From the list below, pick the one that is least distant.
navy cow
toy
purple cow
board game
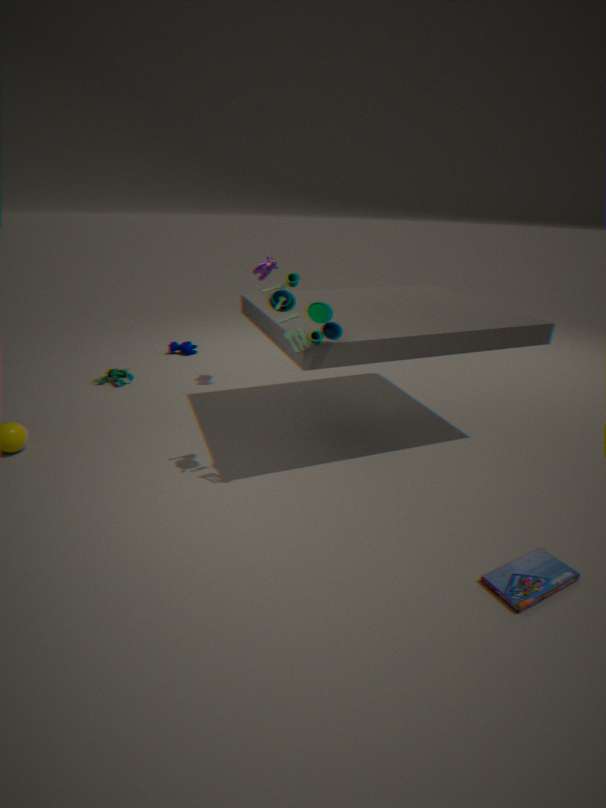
board game
